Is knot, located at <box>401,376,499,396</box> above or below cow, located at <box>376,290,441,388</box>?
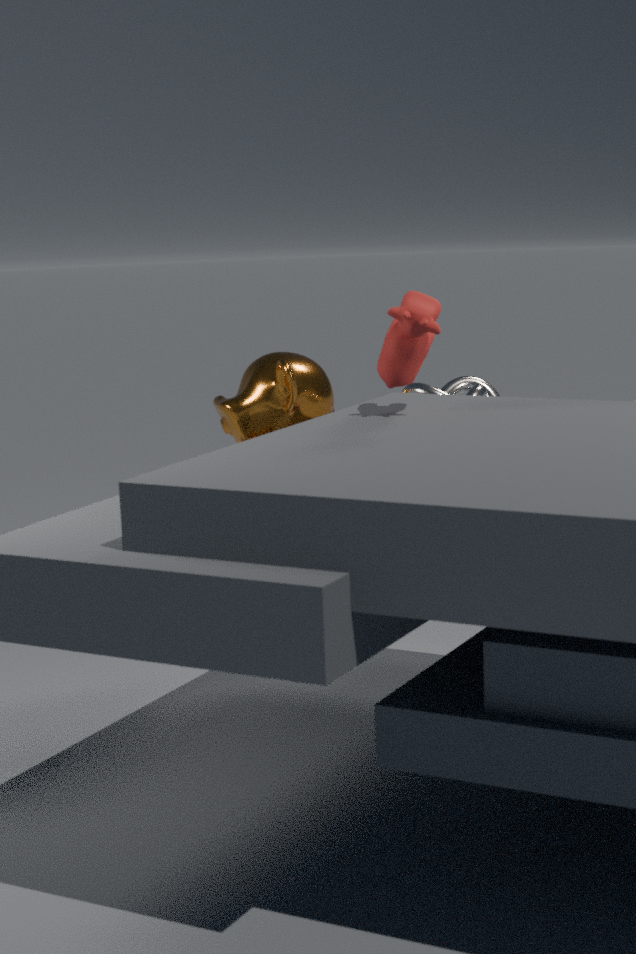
below
